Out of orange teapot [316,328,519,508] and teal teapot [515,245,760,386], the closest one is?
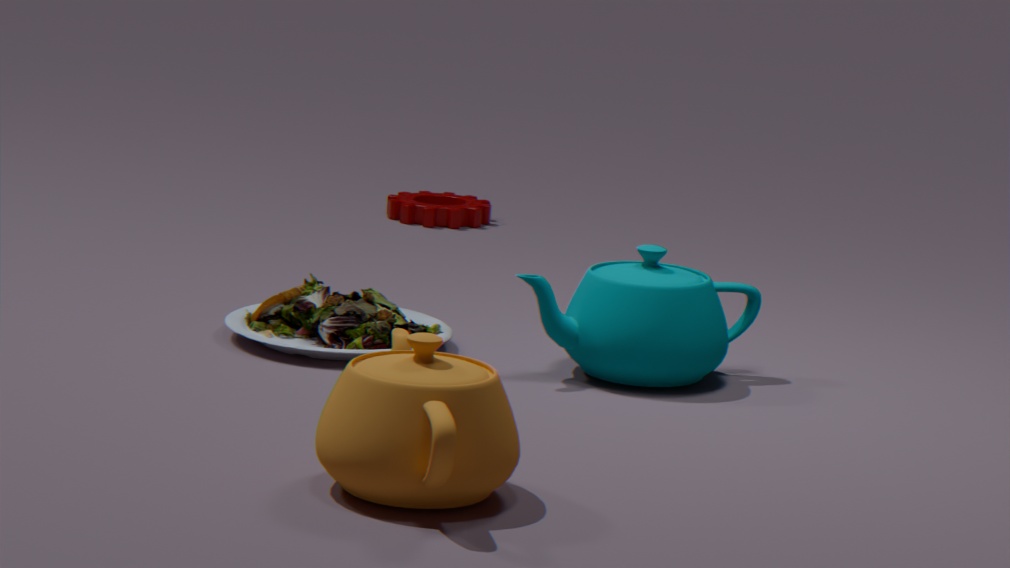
orange teapot [316,328,519,508]
